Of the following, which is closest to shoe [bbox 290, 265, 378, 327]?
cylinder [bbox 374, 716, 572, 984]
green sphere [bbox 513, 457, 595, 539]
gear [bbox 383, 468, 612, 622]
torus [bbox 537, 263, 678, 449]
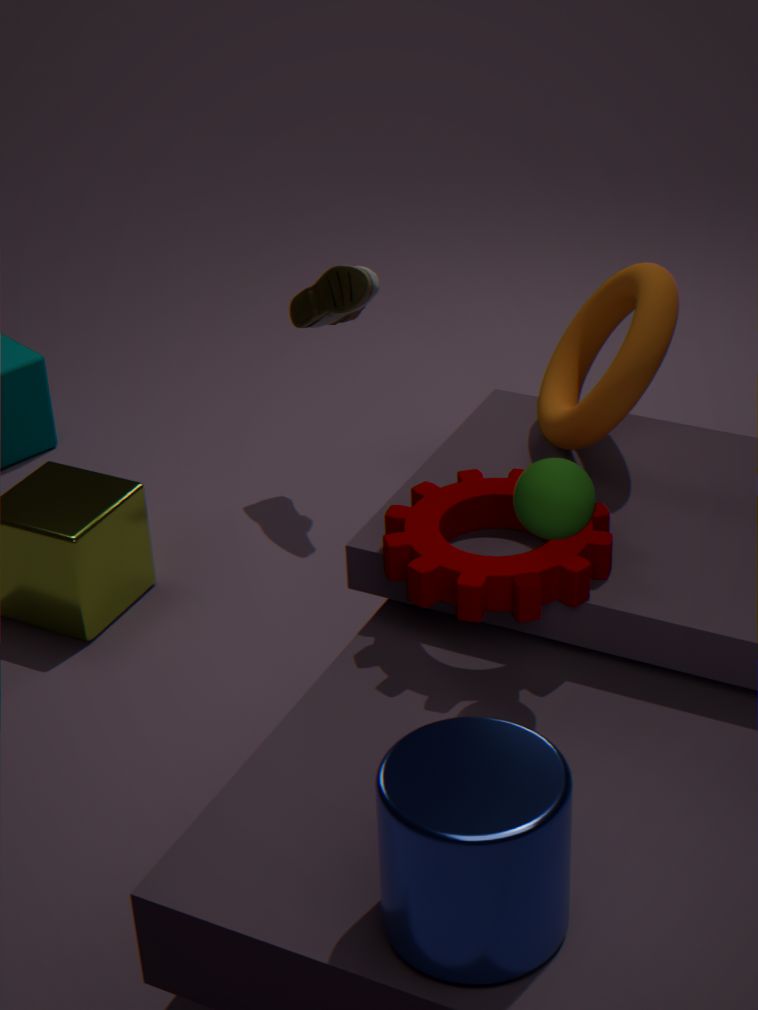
torus [bbox 537, 263, 678, 449]
